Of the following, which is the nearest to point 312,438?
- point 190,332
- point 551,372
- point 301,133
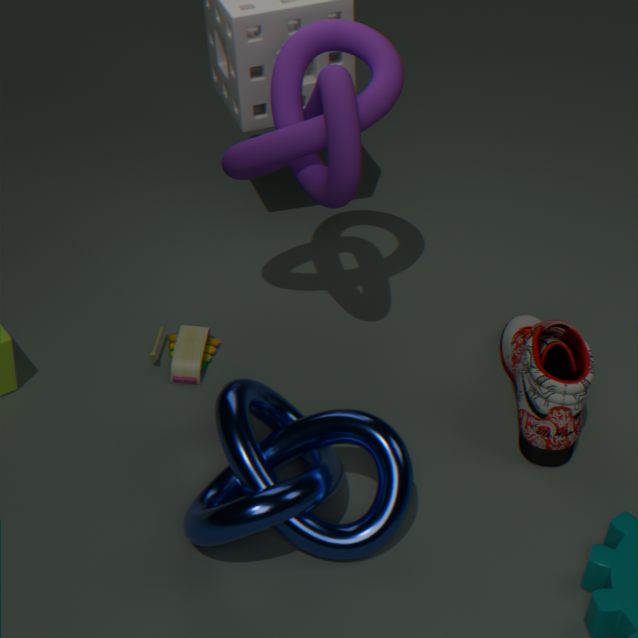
point 190,332
